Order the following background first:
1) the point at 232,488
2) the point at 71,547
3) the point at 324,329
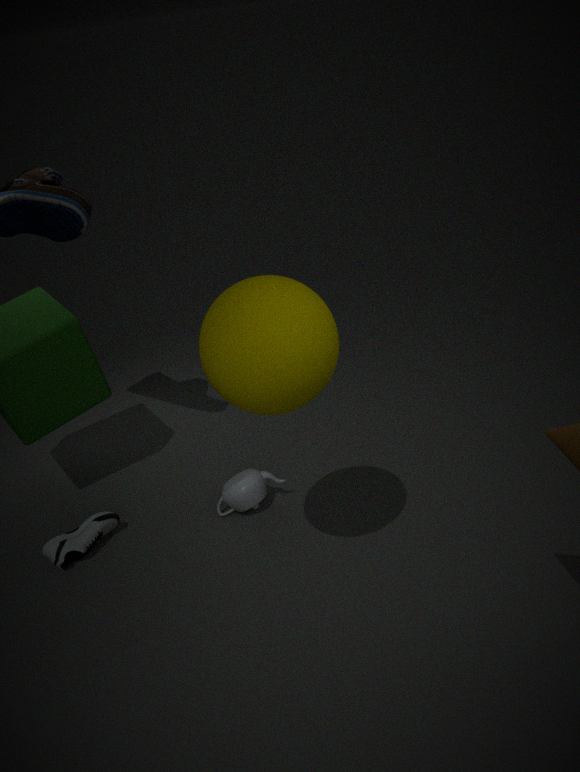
1. the point at 232,488
2. the point at 71,547
3. the point at 324,329
